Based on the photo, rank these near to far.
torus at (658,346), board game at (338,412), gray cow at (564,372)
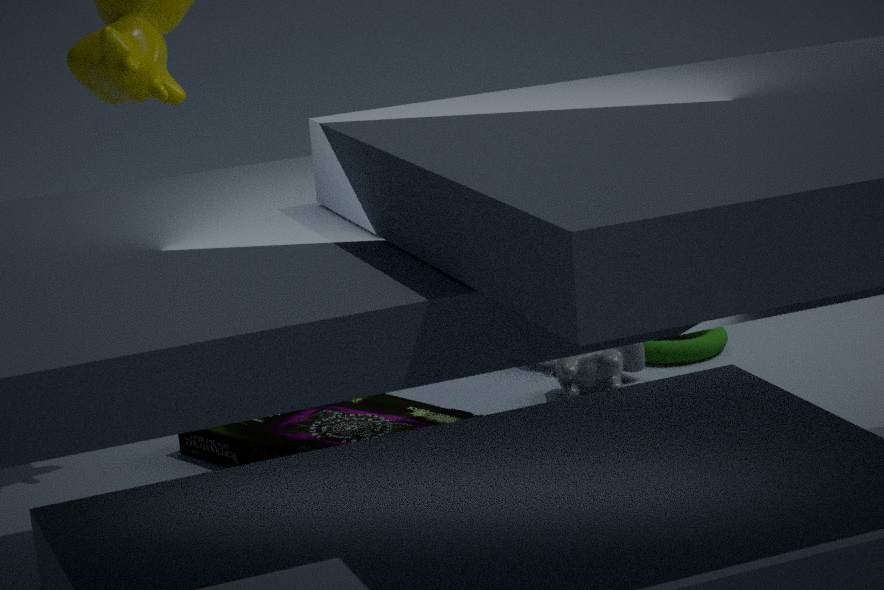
board game at (338,412) → gray cow at (564,372) → torus at (658,346)
